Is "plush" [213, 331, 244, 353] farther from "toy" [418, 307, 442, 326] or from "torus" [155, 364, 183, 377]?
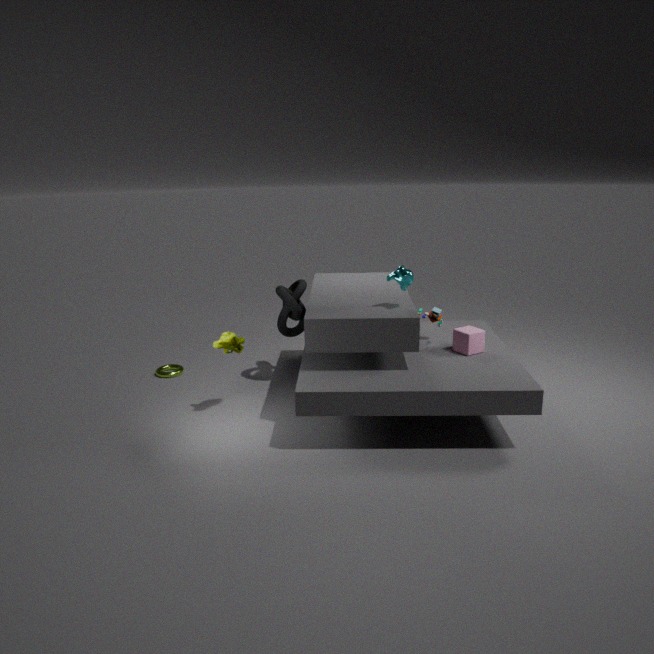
"toy" [418, 307, 442, 326]
